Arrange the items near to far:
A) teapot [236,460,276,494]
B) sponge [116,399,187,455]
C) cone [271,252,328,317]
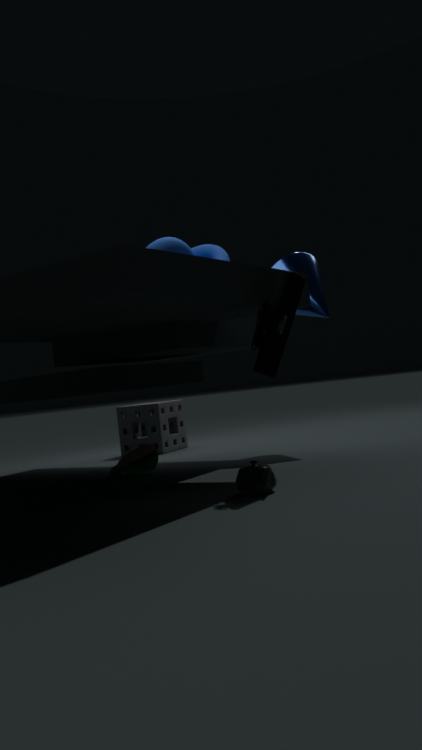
1. teapot [236,460,276,494]
2. cone [271,252,328,317]
3. sponge [116,399,187,455]
